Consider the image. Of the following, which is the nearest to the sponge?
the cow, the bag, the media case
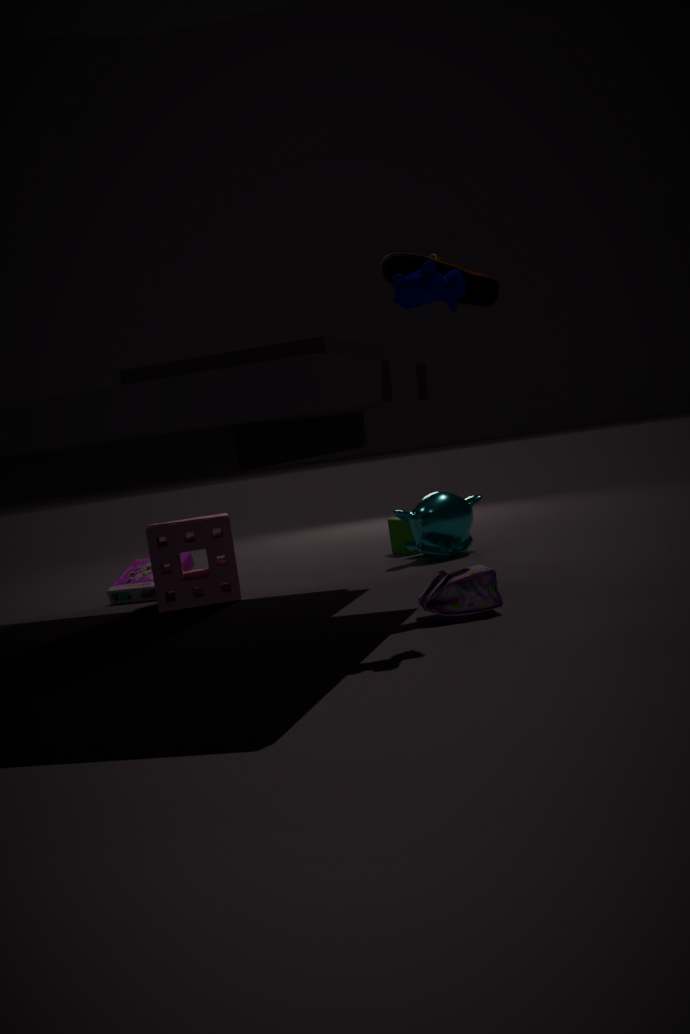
the media case
